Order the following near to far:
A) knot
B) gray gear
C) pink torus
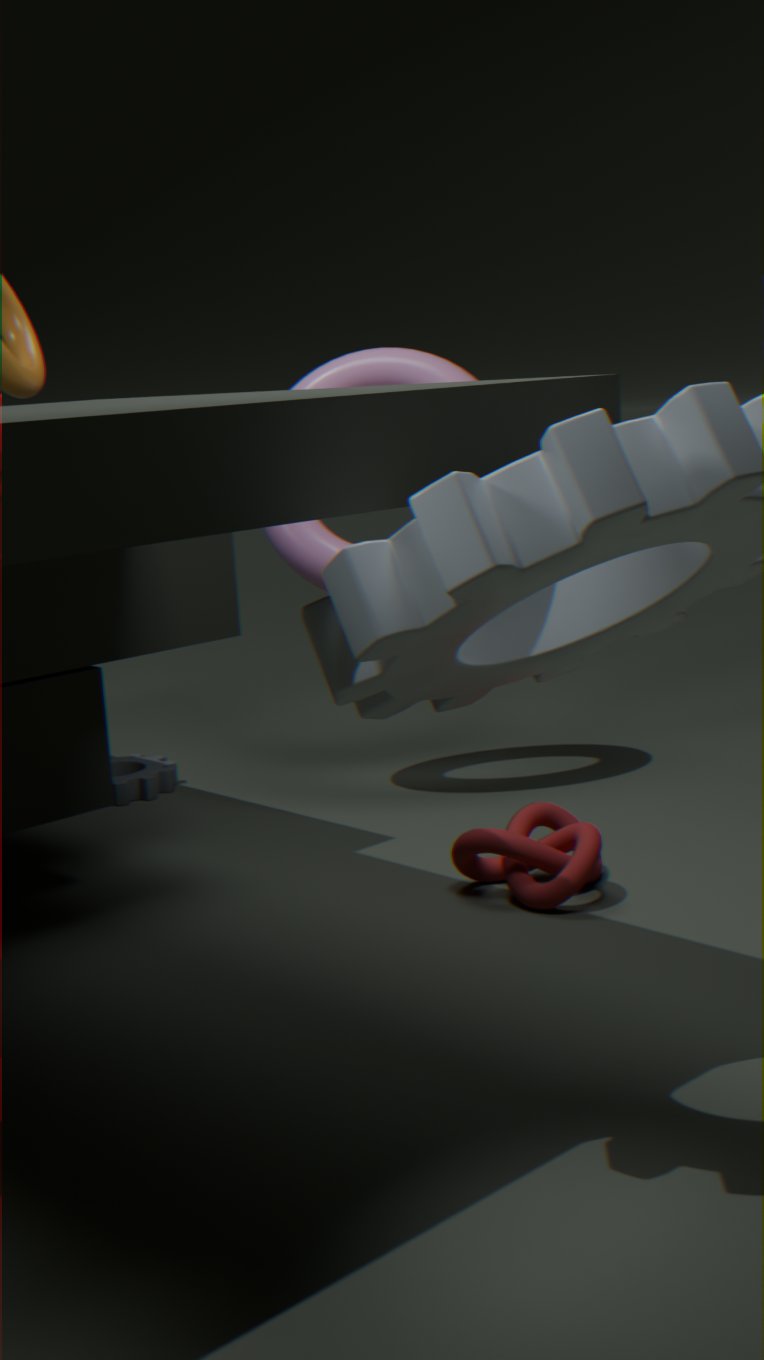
knot, pink torus, gray gear
